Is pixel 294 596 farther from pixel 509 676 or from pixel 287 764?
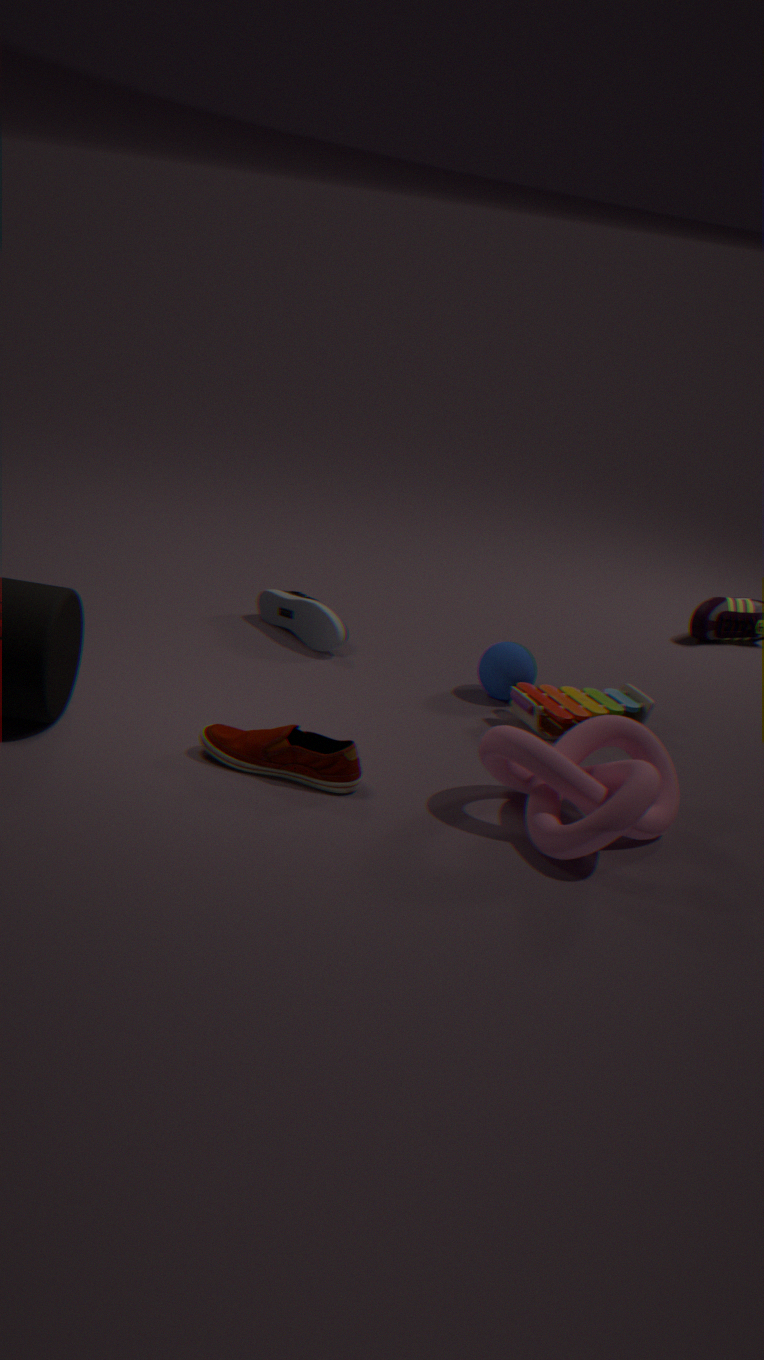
pixel 287 764
